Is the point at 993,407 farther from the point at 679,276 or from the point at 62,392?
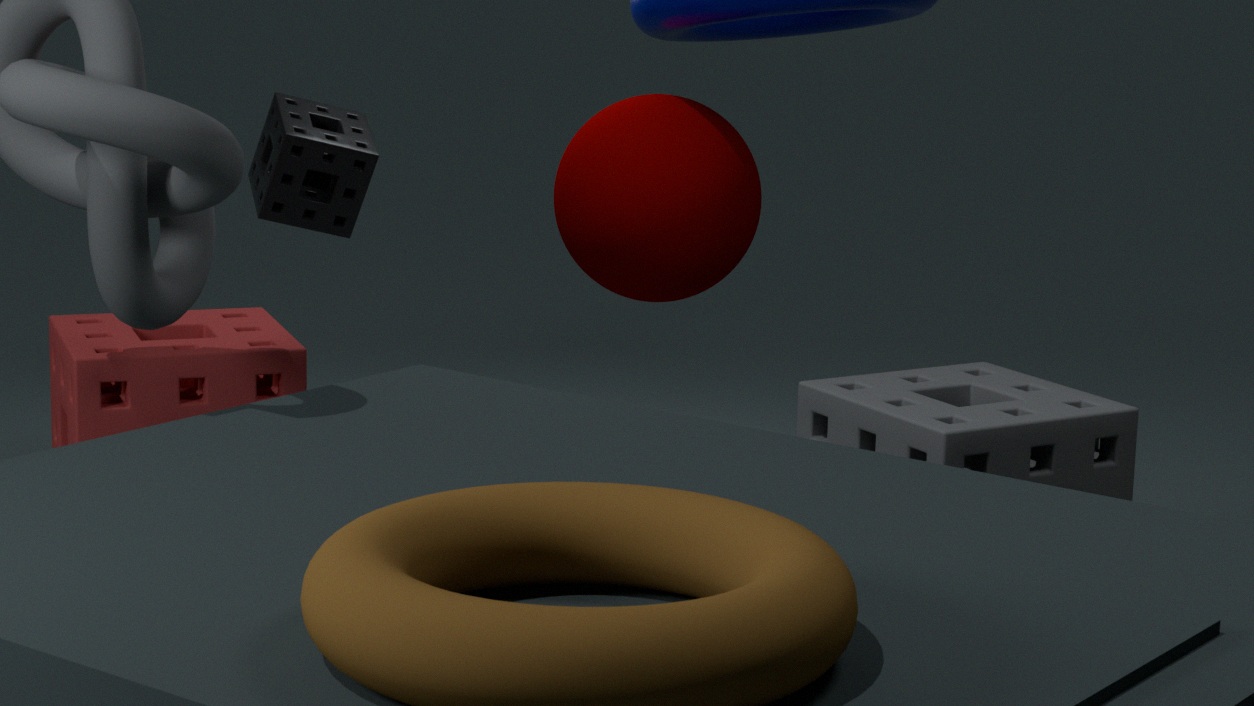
the point at 62,392
